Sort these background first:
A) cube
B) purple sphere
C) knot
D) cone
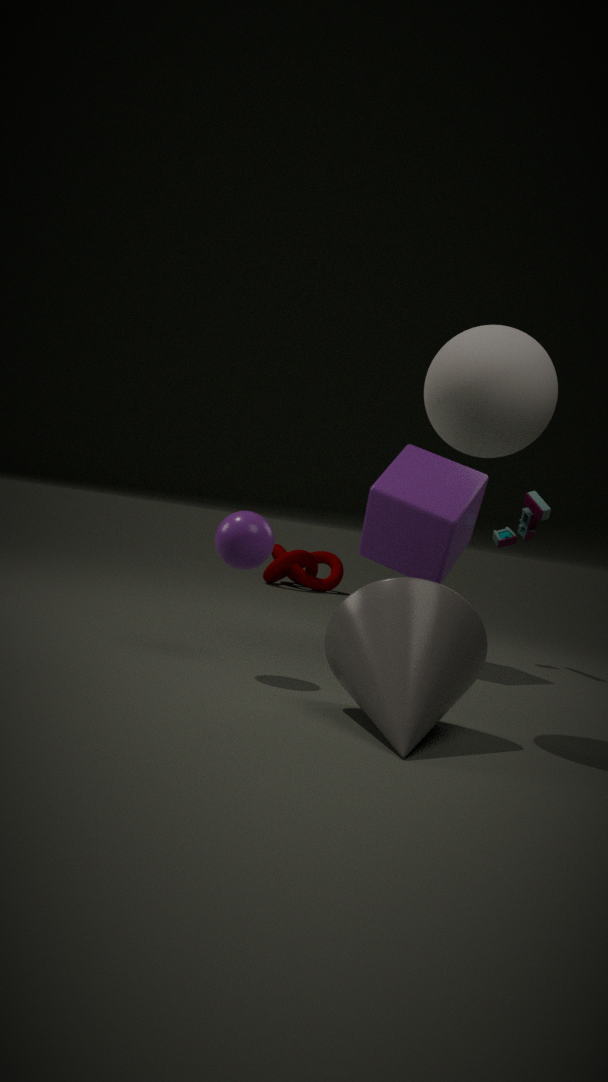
knot < cube < purple sphere < cone
